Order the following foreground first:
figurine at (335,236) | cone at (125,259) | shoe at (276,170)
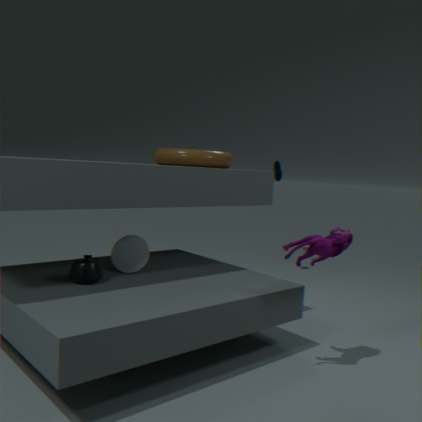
figurine at (335,236) → cone at (125,259) → shoe at (276,170)
